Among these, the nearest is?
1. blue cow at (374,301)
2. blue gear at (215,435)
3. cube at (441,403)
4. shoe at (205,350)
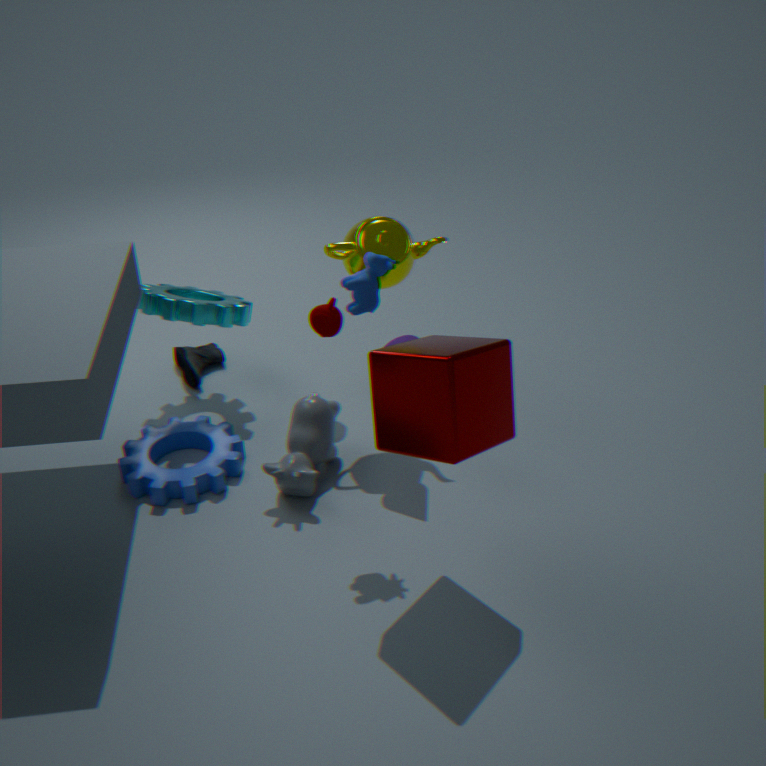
cube at (441,403)
